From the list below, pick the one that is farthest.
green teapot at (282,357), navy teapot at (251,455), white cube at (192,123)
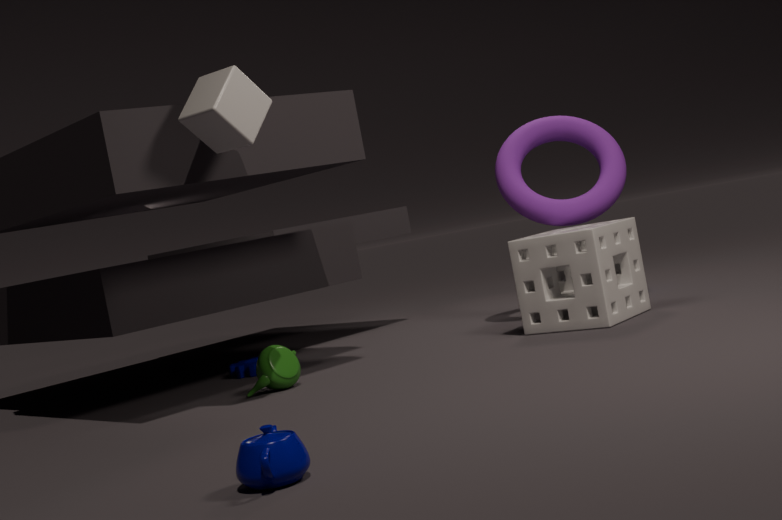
green teapot at (282,357)
